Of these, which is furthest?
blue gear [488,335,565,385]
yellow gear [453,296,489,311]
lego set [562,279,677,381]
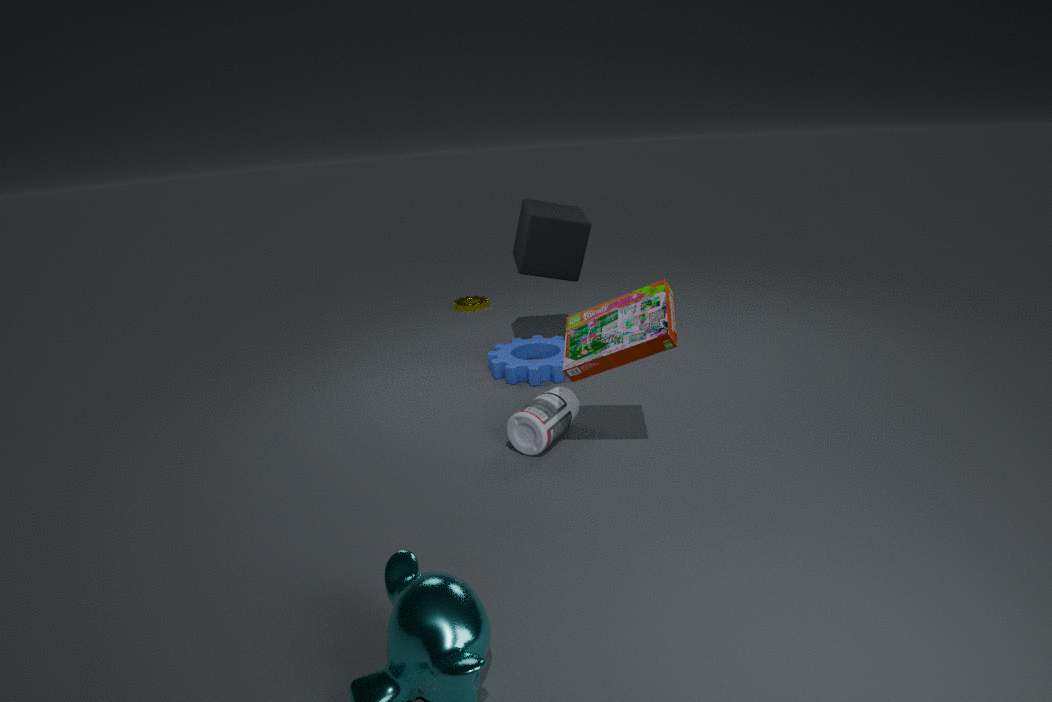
yellow gear [453,296,489,311]
